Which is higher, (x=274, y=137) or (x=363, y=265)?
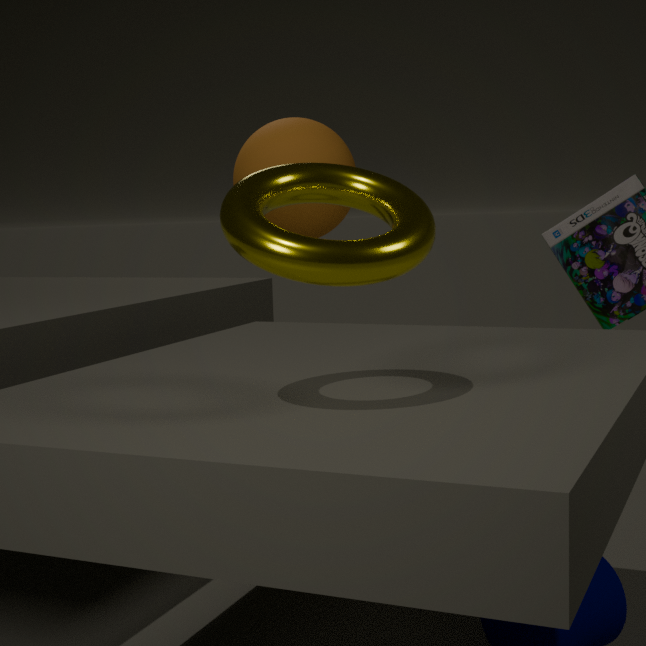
(x=274, y=137)
